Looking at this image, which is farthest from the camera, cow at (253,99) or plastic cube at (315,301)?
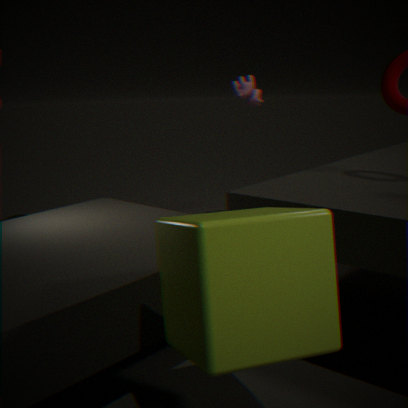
cow at (253,99)
